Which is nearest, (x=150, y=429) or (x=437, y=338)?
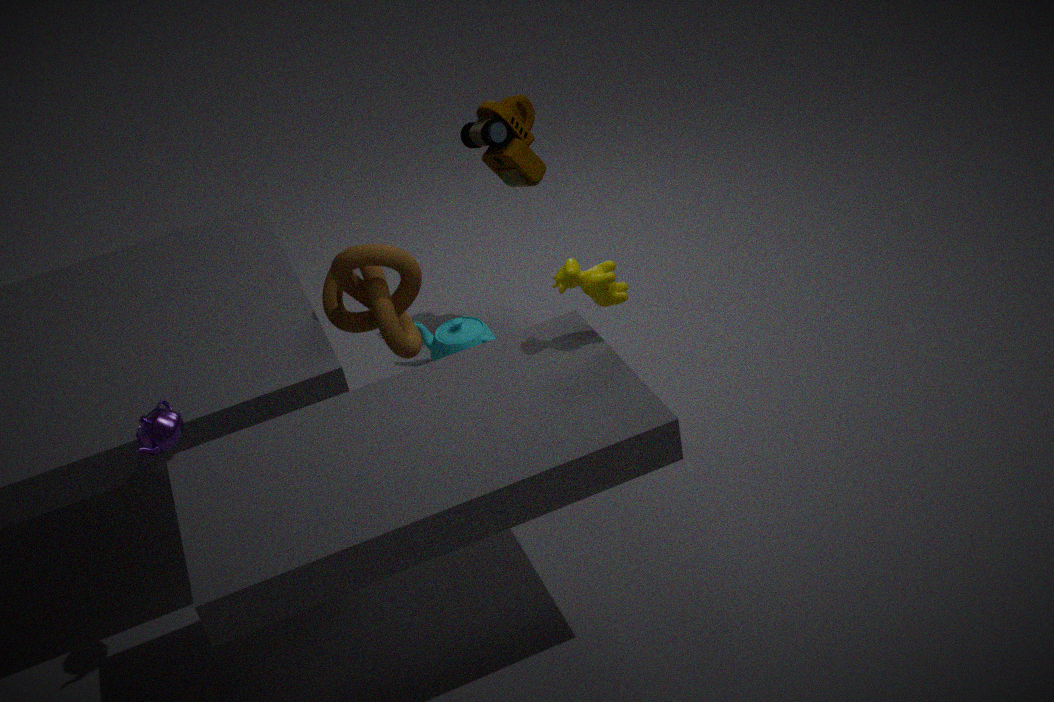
(x=150, y=429)
